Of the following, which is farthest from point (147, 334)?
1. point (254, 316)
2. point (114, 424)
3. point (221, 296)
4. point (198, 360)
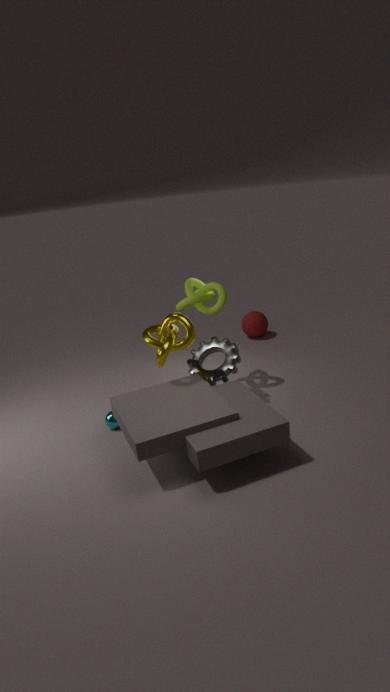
point (254, 316)
